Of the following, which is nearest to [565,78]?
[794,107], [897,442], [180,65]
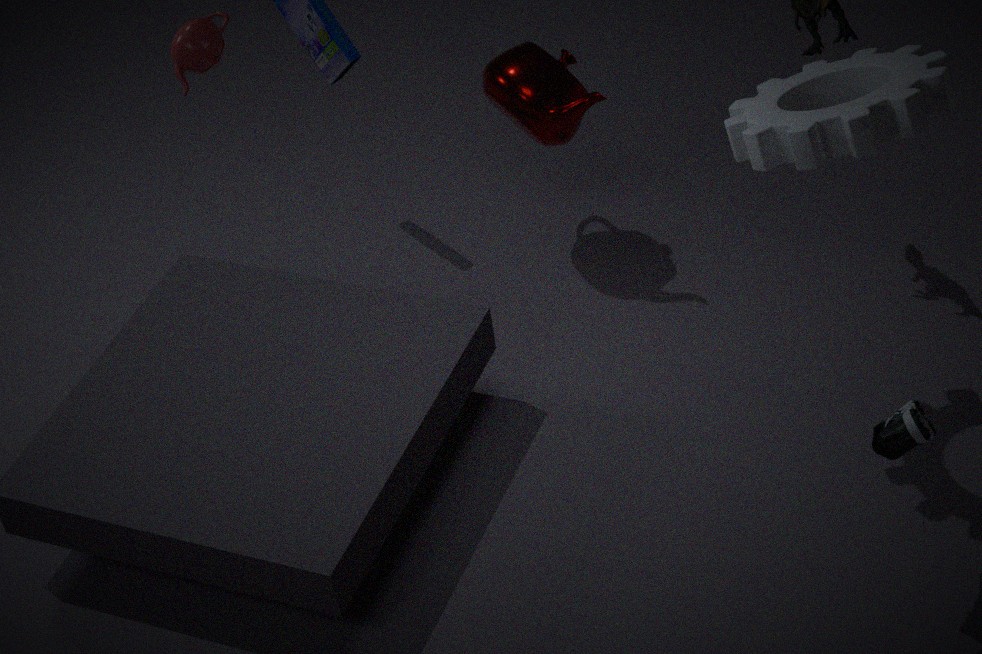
[180,65]
